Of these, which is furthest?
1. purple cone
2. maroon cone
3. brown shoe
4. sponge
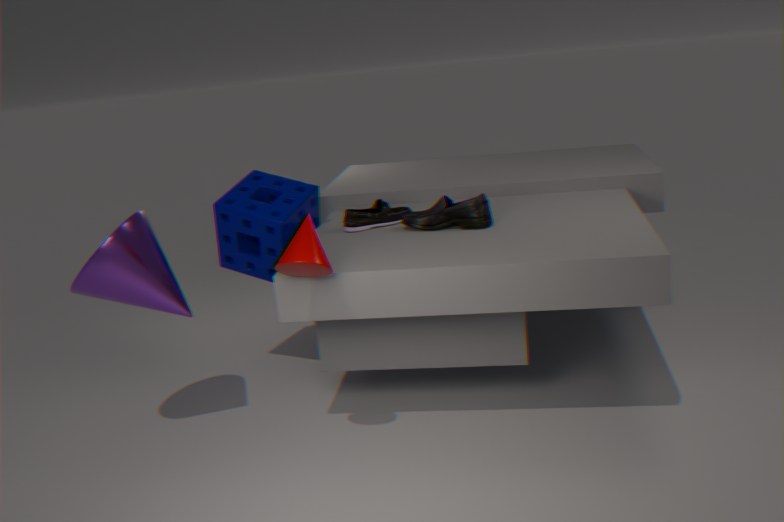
brown shoe
